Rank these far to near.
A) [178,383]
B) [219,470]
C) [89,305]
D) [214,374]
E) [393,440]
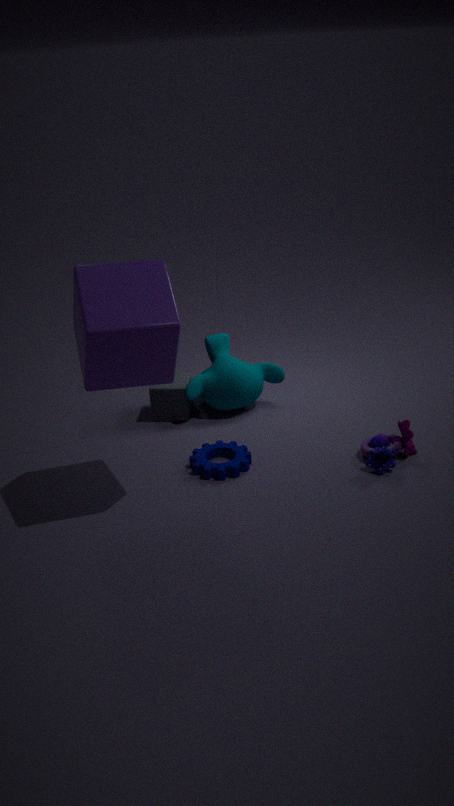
[178,383]
[214,374]
[393,440]
[219,470]
[89,305]
